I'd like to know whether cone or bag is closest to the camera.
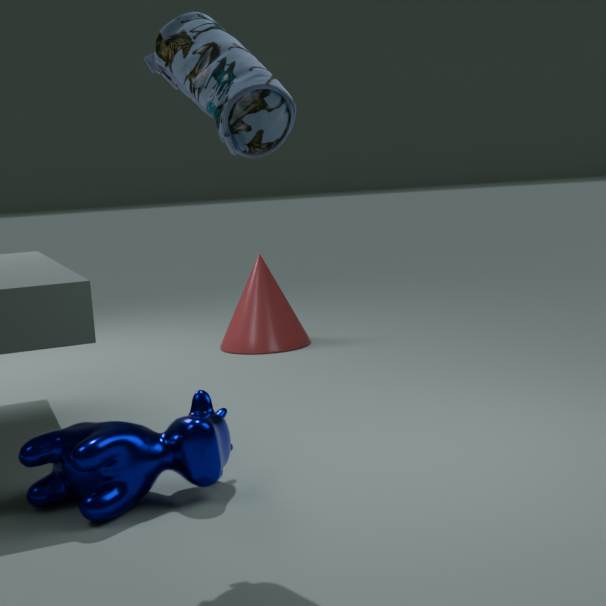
bag
